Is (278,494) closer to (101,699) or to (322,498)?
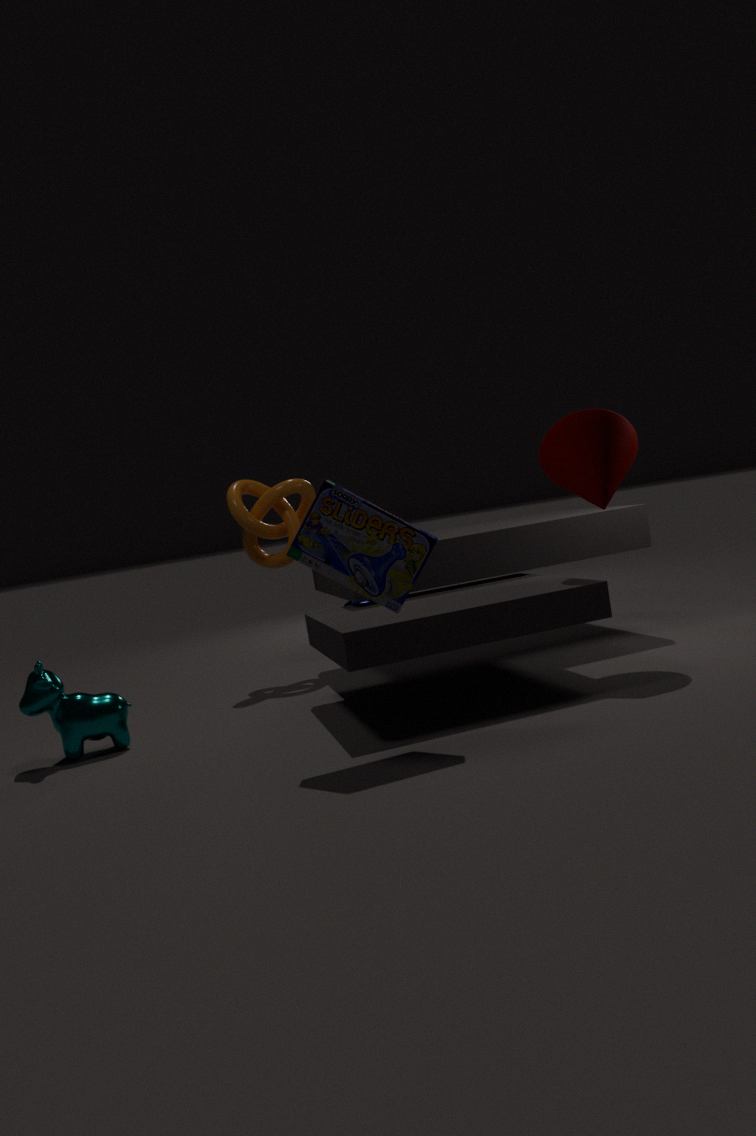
(101,699)
